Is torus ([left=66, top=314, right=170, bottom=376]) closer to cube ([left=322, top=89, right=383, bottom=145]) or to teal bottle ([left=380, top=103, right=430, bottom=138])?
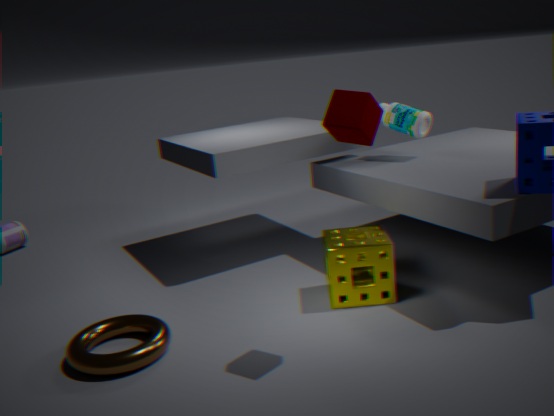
cube ([left=322, top=89, right=383, bottom=145])
